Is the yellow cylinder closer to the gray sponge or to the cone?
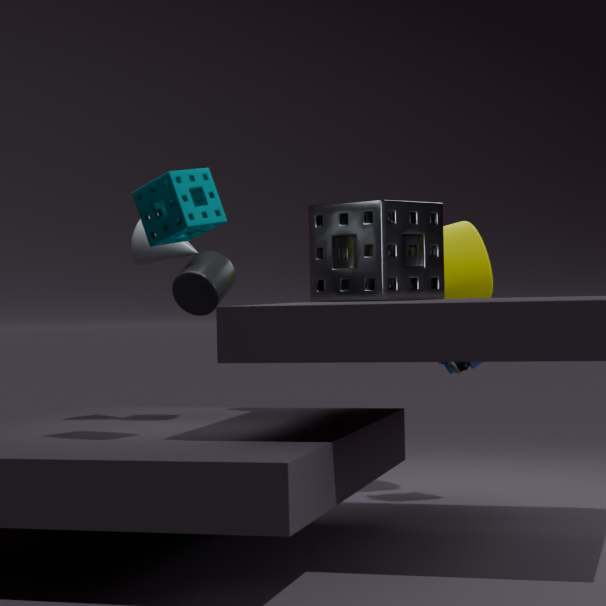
the gray sponge
